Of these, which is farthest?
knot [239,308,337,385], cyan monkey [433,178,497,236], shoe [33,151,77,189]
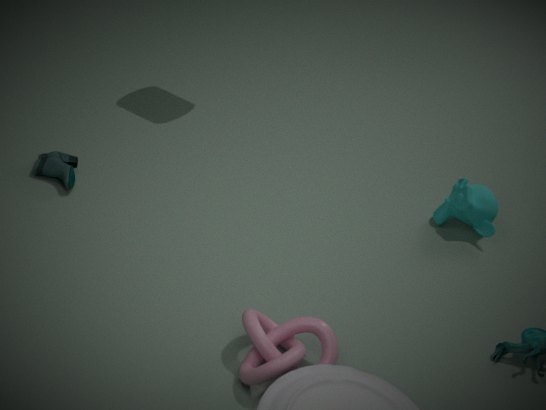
cyan monkey [433,178,497,236]
